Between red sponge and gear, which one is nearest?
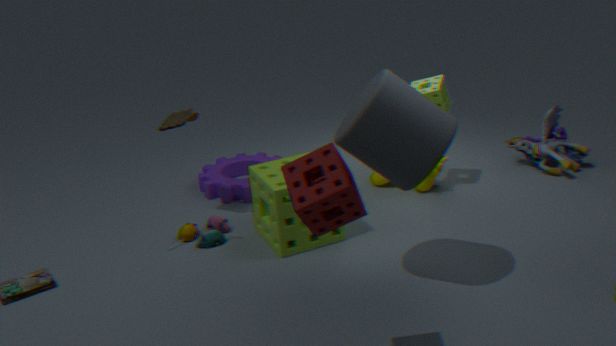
red sponge
